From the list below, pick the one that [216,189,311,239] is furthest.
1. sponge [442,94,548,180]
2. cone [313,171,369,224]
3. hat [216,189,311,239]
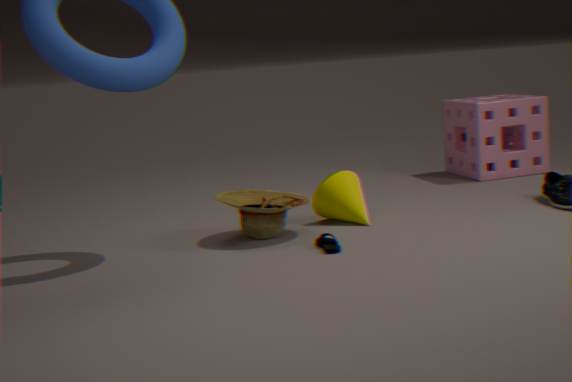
sponge [442,94,548,180]
